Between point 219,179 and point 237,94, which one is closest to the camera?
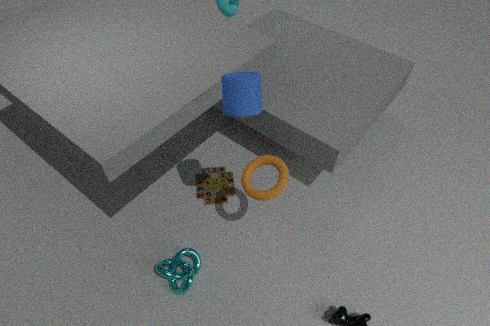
point 237,94
